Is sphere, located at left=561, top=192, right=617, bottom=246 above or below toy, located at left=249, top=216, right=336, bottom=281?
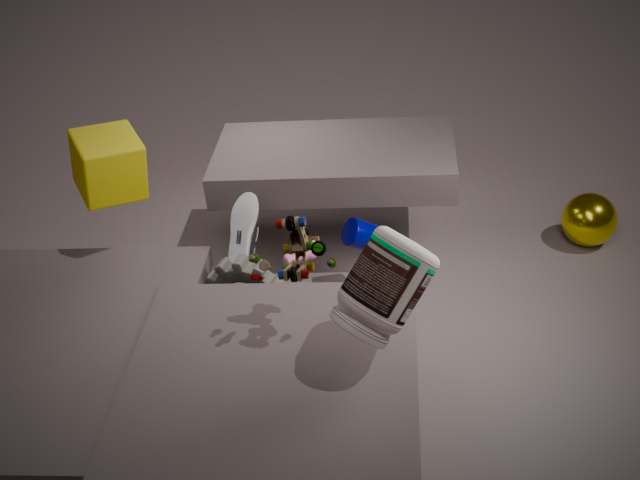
below
